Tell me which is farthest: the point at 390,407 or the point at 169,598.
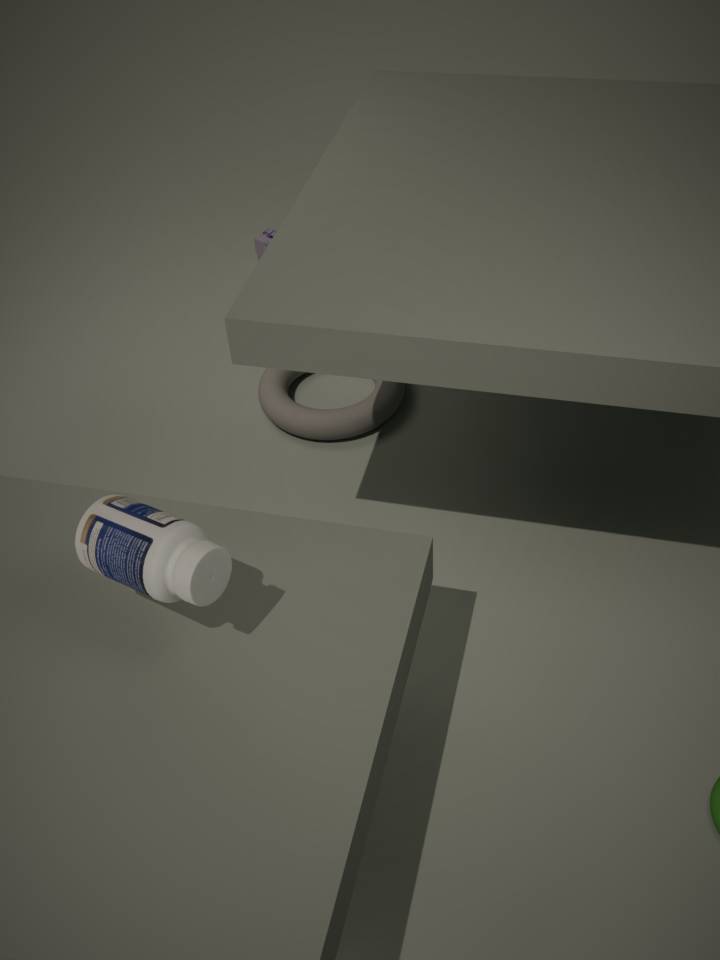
the point at 390,407
